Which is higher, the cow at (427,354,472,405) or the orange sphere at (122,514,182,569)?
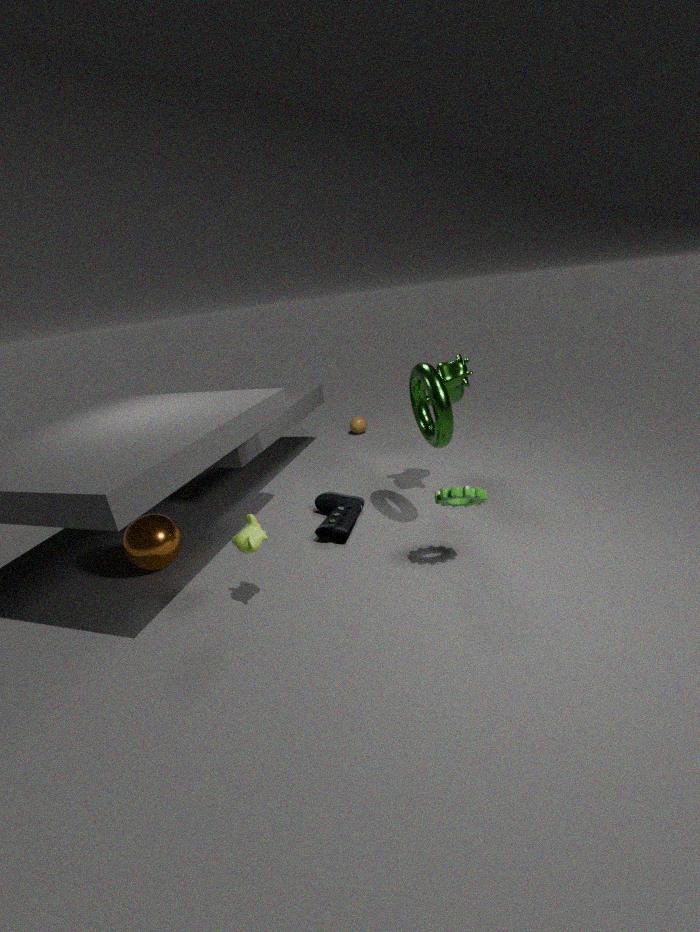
the cow at (427,354,472,405)
